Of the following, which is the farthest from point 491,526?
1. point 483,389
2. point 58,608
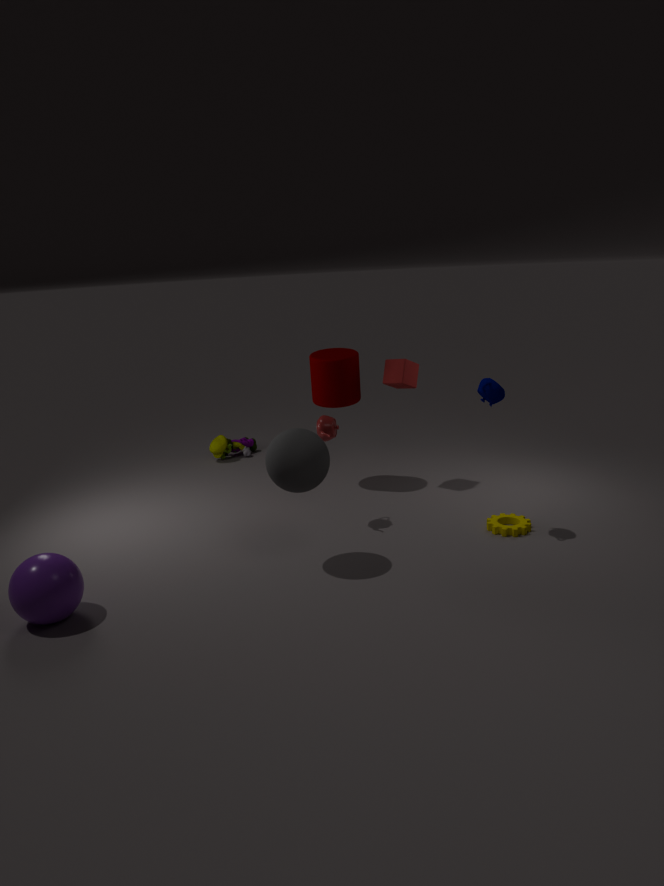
point 58,608
